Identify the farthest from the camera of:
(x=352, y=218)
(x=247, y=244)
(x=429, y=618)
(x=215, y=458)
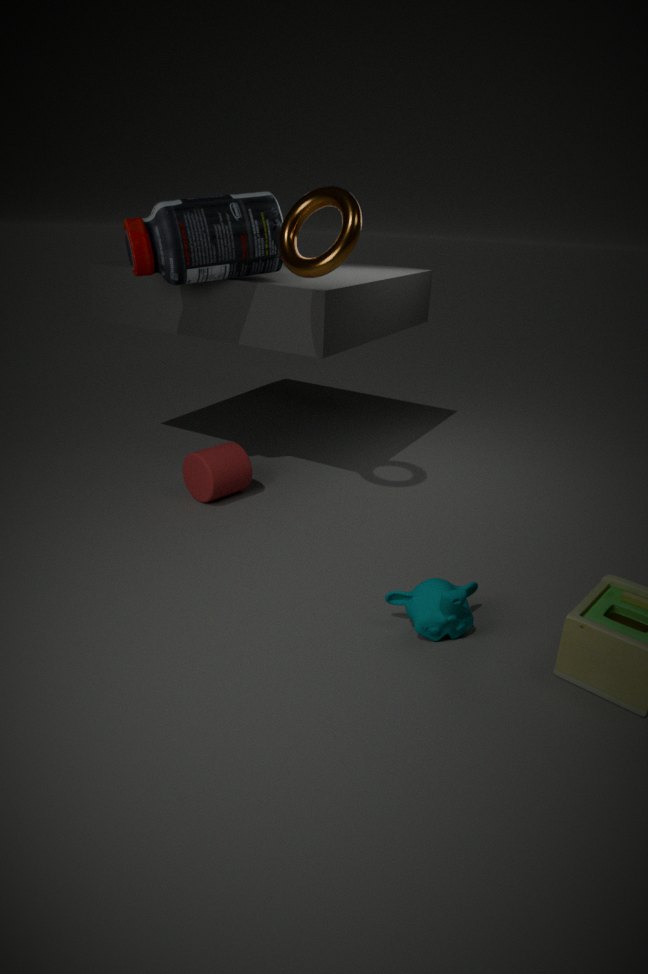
(x=215, y=458)
